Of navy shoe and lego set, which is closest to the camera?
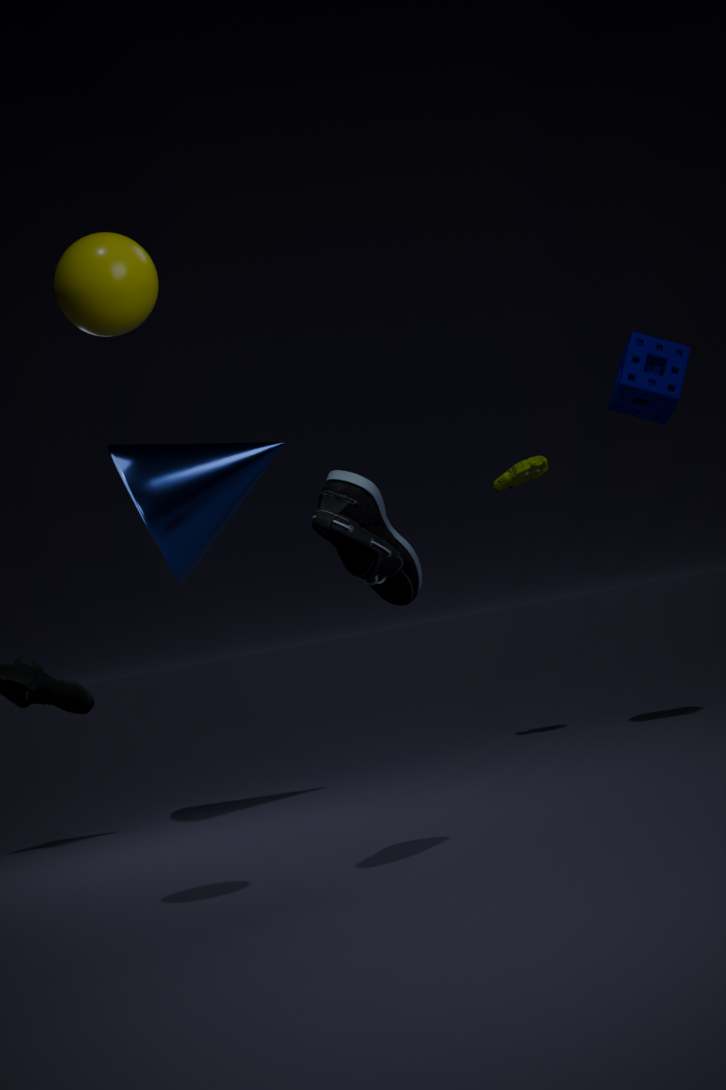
navy shoe
